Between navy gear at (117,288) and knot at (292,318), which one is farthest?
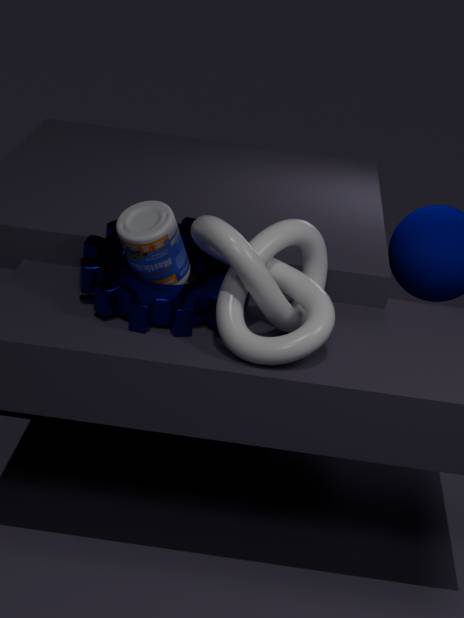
navy gear at (117,288)
